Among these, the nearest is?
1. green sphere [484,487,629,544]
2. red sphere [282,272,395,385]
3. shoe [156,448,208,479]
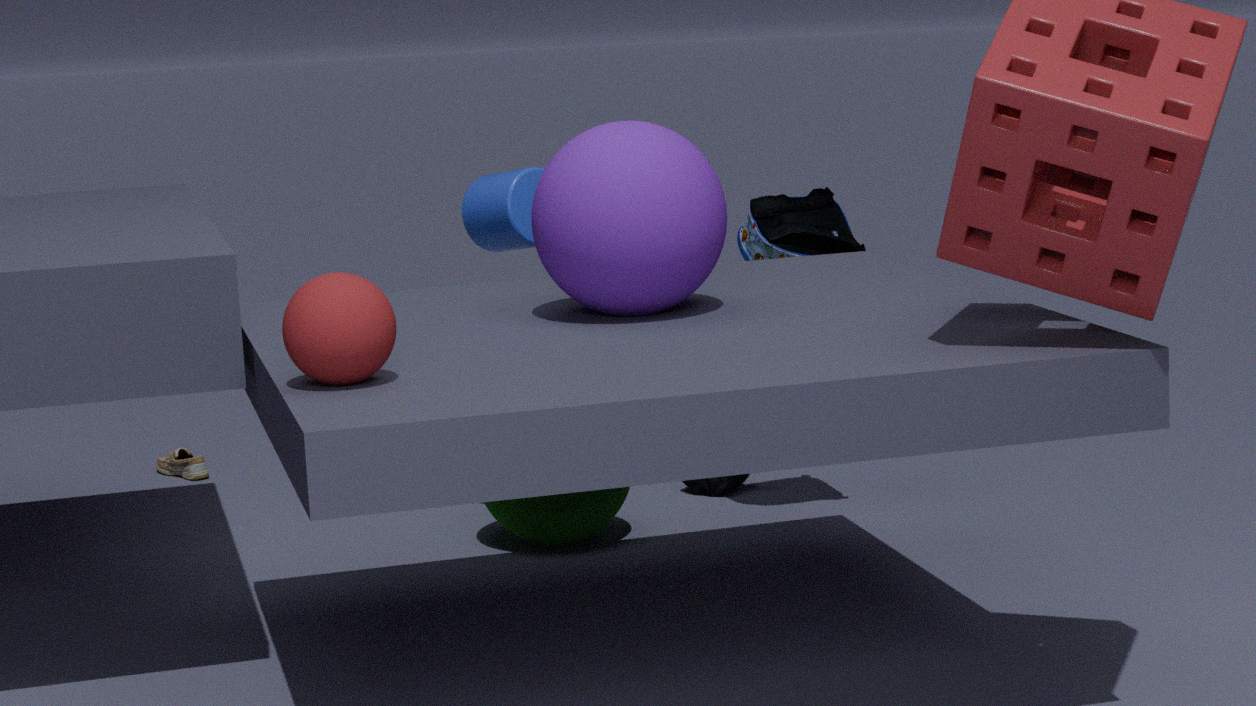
red sphere [282,272,395,385]
